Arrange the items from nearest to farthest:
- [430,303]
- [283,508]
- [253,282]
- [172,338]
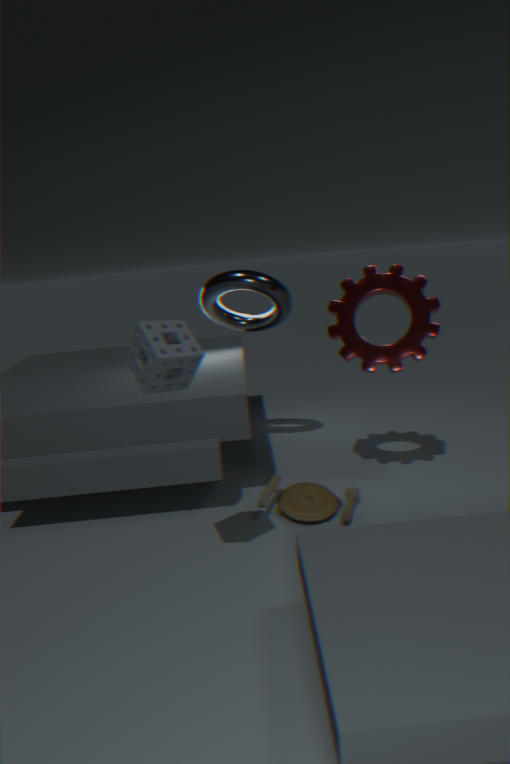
[172,338]
[283,508]
[430,303]
[253,282]
